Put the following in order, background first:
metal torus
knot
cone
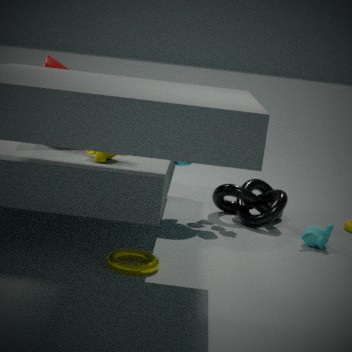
knot < cone < metal torus
